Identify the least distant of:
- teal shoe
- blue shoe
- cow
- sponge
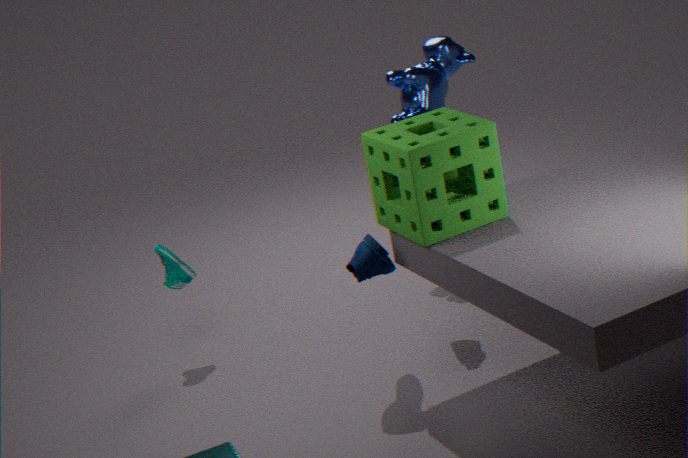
sponge
